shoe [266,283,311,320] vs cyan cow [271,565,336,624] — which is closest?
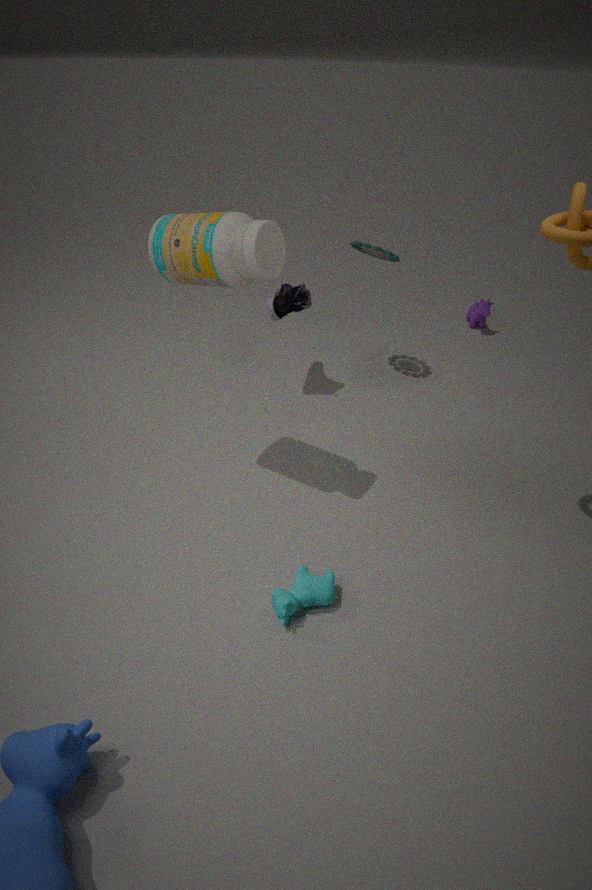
cyan cow [271,565,336,624]
